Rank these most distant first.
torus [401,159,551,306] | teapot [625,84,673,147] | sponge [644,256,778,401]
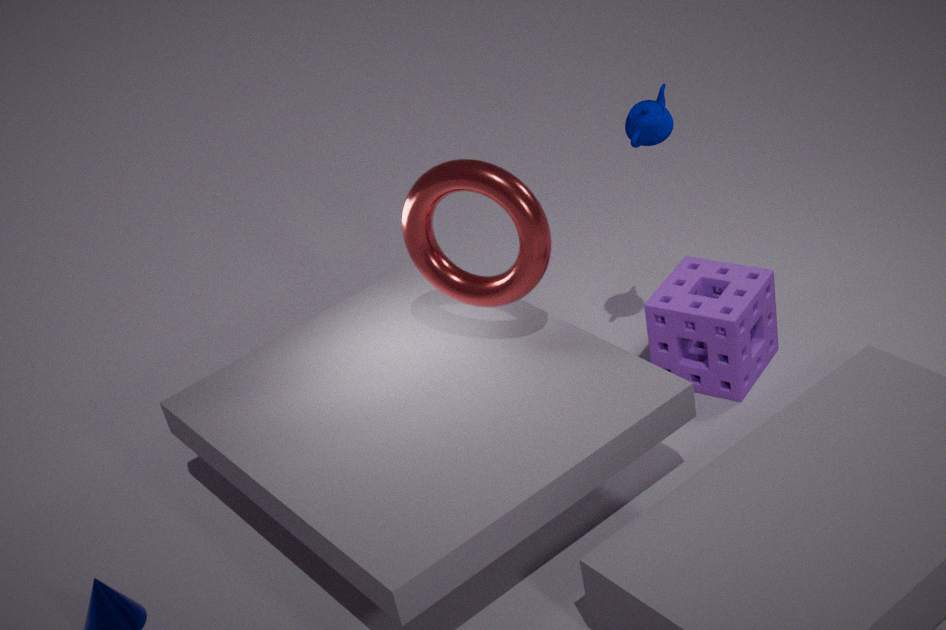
sponge [644,256,778,401], teapot [625,84,673,147], torus [401,159,551,306]
